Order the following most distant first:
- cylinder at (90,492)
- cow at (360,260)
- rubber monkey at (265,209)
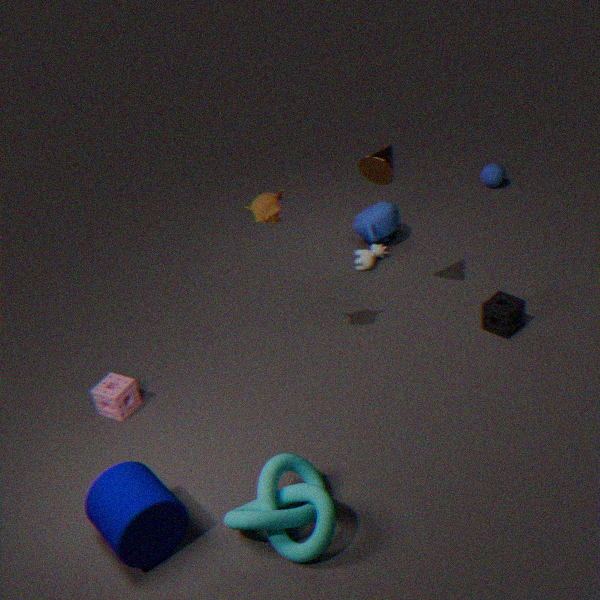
cow at (360,260) < rubber monkey at (265,209) < cylinder at (90,492)
